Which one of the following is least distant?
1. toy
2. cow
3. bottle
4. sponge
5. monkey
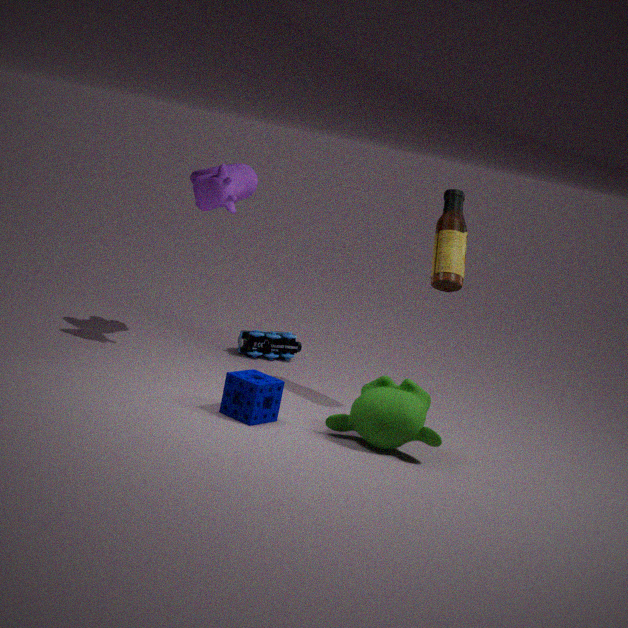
monkey
